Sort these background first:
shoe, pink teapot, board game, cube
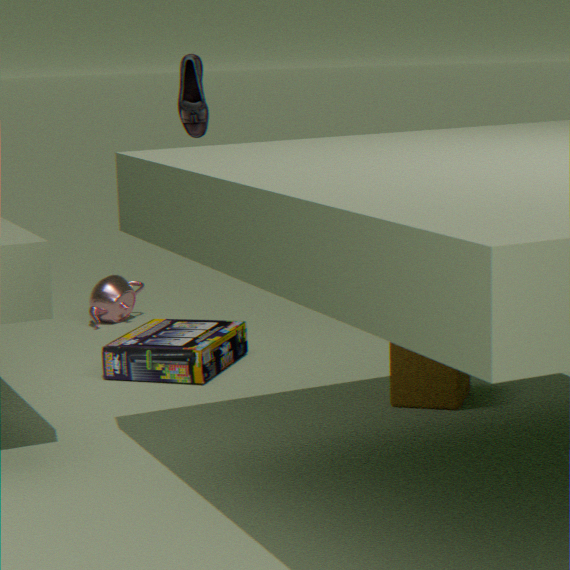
pink teapot → shoe → board game → cube
